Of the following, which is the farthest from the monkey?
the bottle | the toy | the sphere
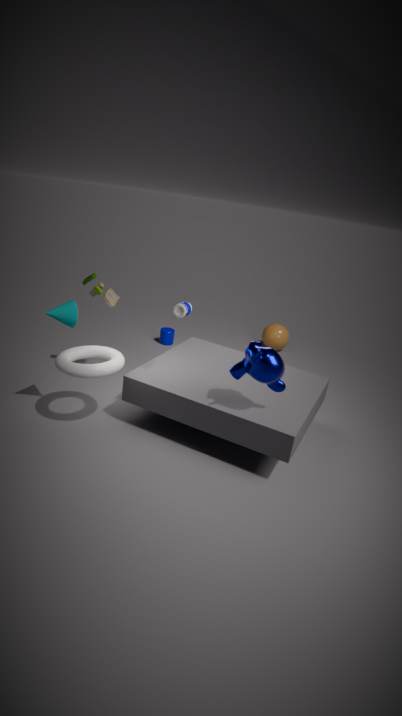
the sphere
